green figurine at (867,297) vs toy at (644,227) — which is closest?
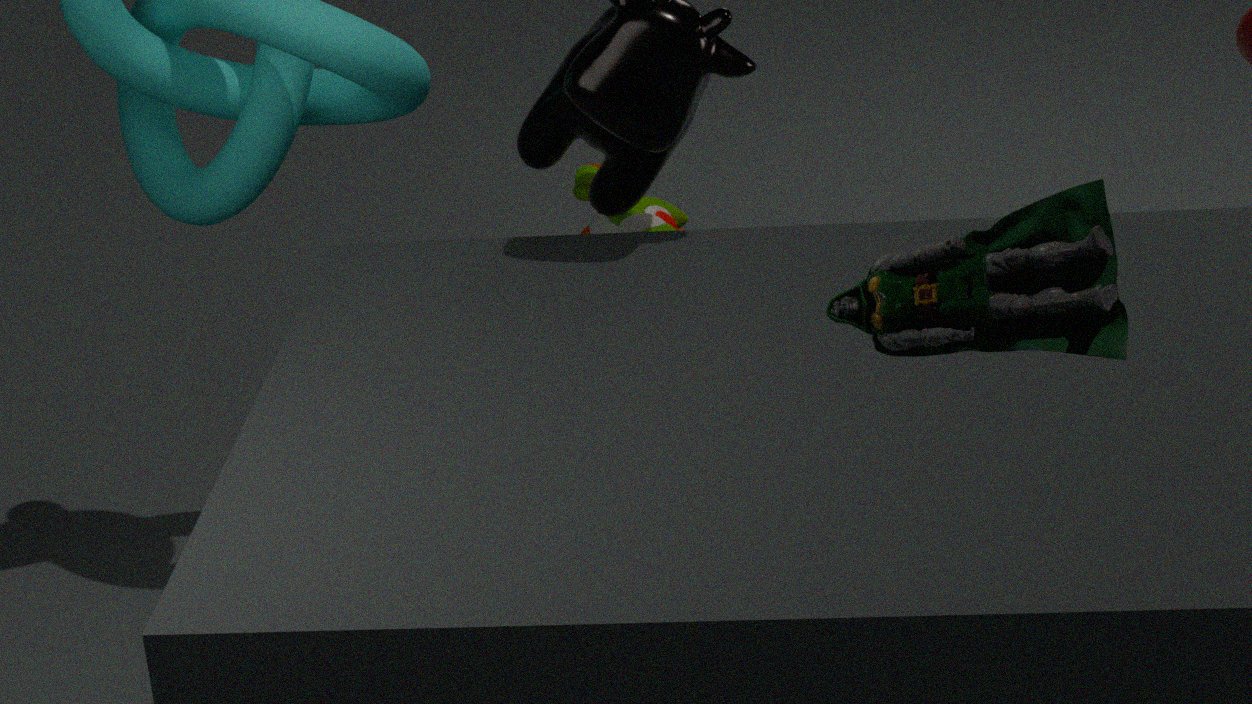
green figurine at (867,297)
